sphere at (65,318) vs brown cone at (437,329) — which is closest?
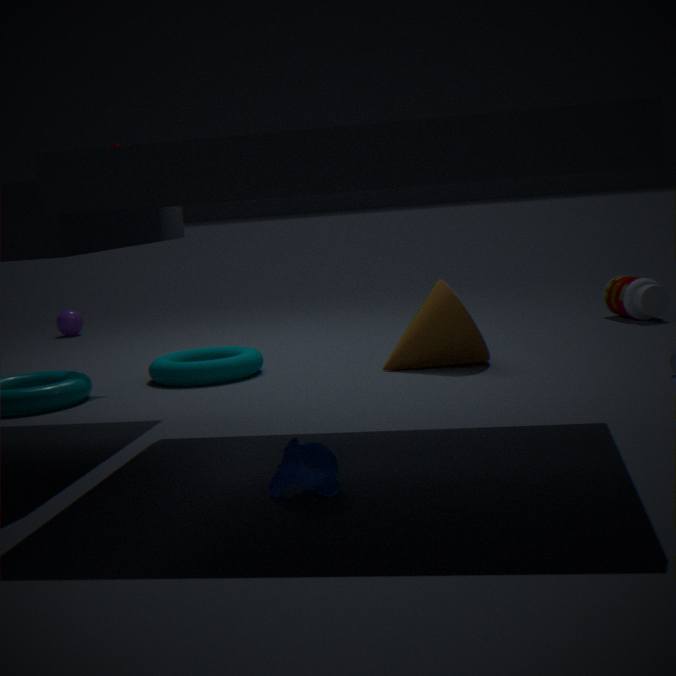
brown cone at (437,329)
